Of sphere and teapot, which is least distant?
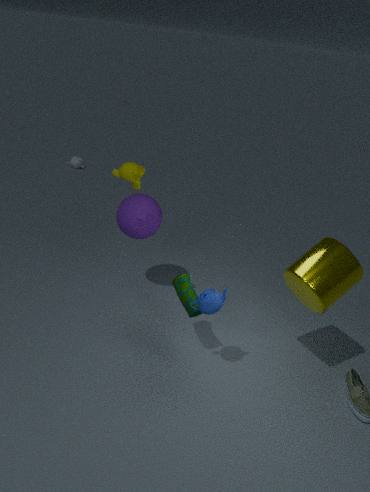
teapot
